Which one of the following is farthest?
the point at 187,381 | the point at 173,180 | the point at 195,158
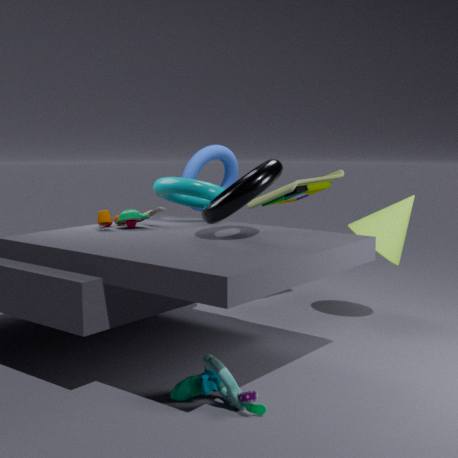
the point at 195,158
